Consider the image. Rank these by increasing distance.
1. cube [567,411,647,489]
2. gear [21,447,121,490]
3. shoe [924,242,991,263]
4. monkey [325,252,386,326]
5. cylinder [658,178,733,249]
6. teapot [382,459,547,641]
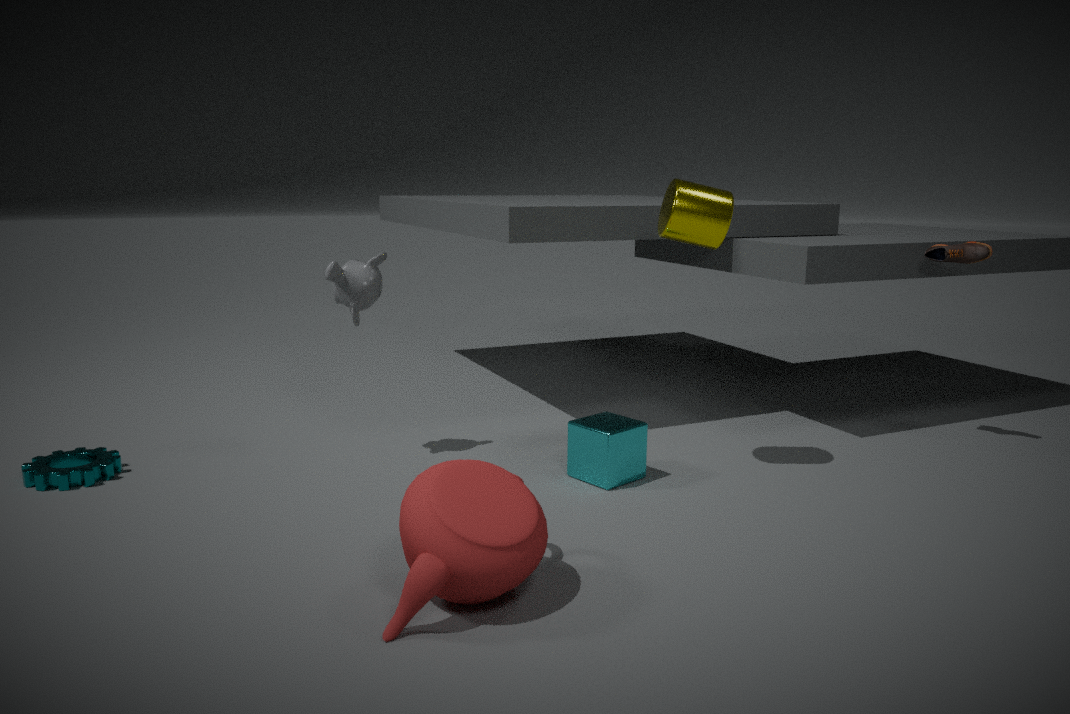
1. teapot [382,459,547,641]
2. cylinder [658,178,733,249]
3. gear [21,447,121,490]
4. cube [567,411,647,489]
5. monkey [325,252,386,326]
6. shoe [924,242,991,263]
